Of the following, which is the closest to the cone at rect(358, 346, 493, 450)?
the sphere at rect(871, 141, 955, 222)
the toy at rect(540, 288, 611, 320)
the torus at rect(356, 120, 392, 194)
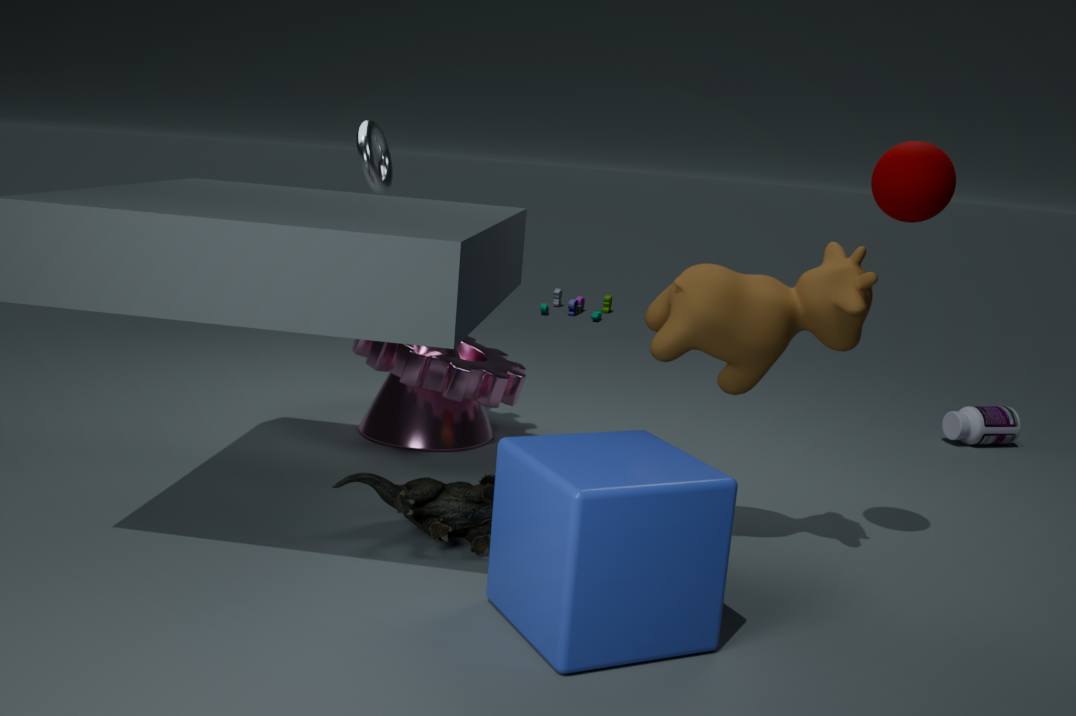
the torus at rect(356, 120, 392, 194)
